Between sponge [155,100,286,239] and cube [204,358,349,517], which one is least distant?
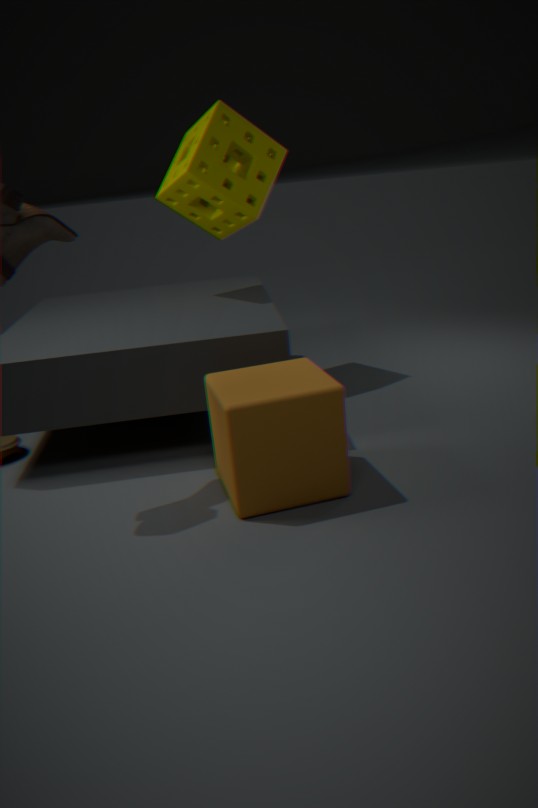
cube [204,358,349,517]
